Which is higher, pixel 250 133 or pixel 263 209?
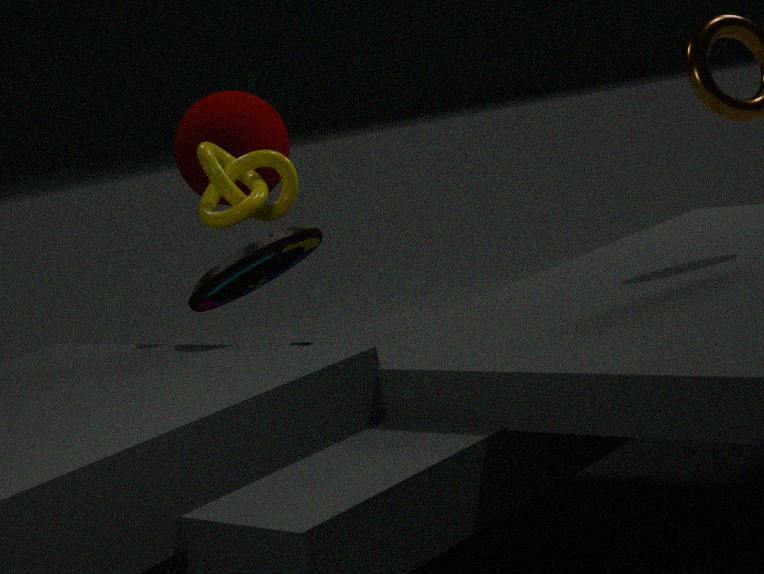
pixel 250 133
